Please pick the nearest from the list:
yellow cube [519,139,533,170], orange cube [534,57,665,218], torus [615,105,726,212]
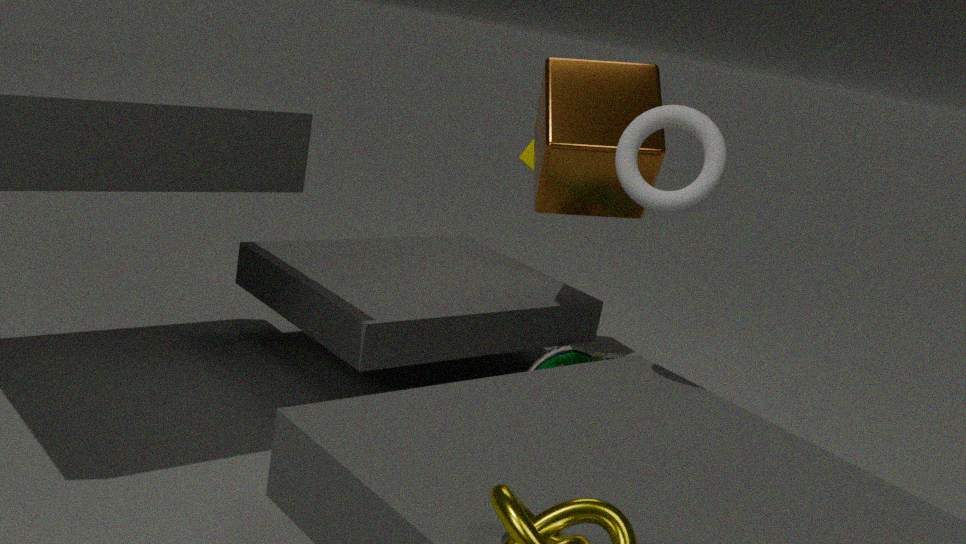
torus [615,105,726,212]
